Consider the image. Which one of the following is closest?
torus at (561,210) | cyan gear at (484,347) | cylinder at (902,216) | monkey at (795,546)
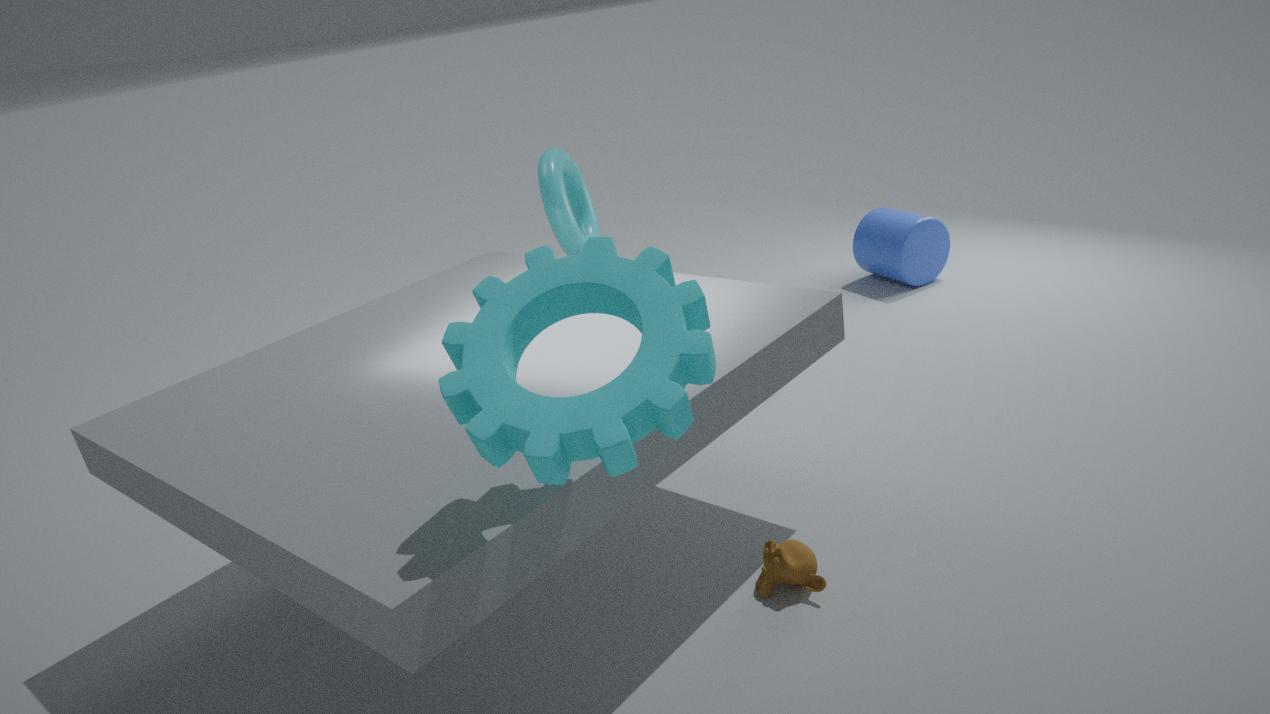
cyan gear at (484,347)
